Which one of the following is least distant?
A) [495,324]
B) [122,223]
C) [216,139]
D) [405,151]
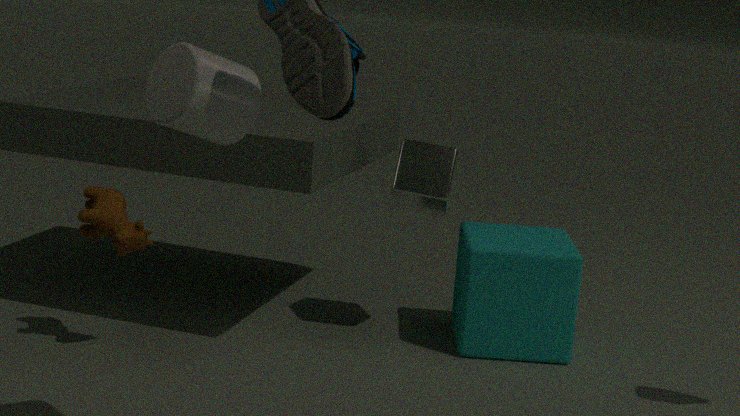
[216,139]
